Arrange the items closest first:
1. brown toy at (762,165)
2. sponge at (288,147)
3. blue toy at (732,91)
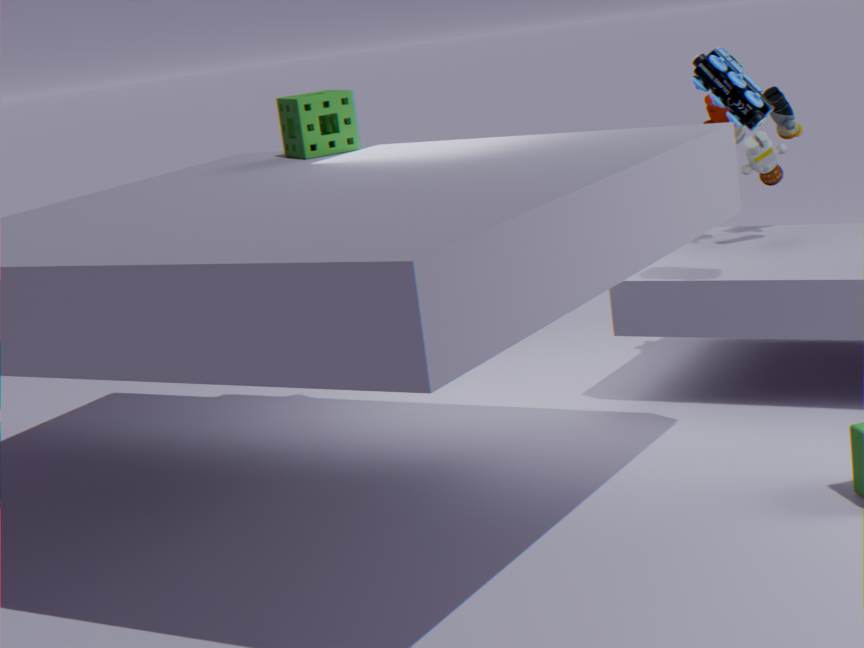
blue toy at (732,91) < sponge at (288,147) < brown toy at (762,165)
